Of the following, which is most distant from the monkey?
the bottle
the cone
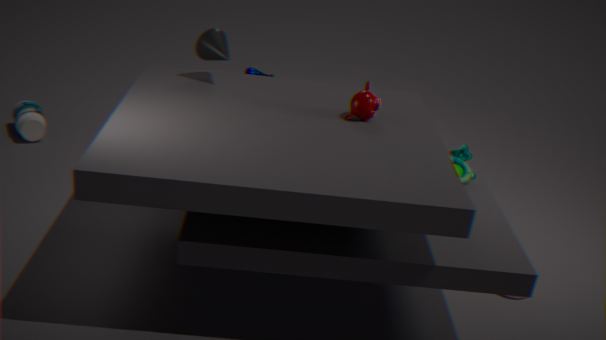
the bottle
